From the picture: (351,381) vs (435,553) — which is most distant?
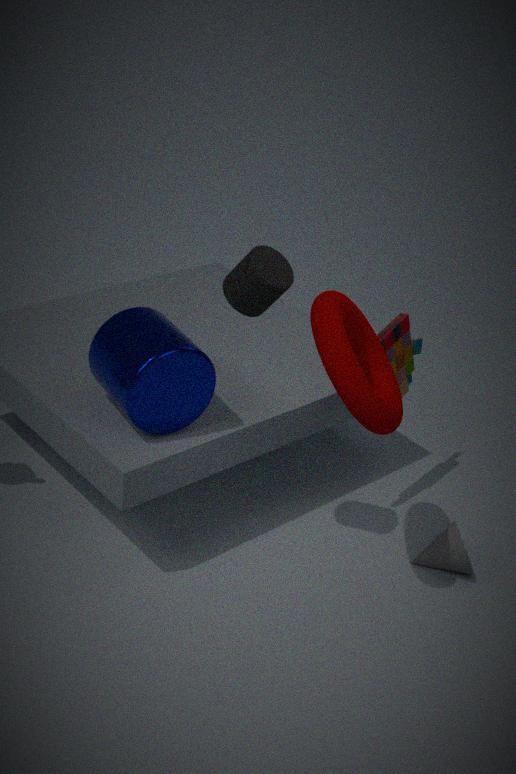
(435,553)
